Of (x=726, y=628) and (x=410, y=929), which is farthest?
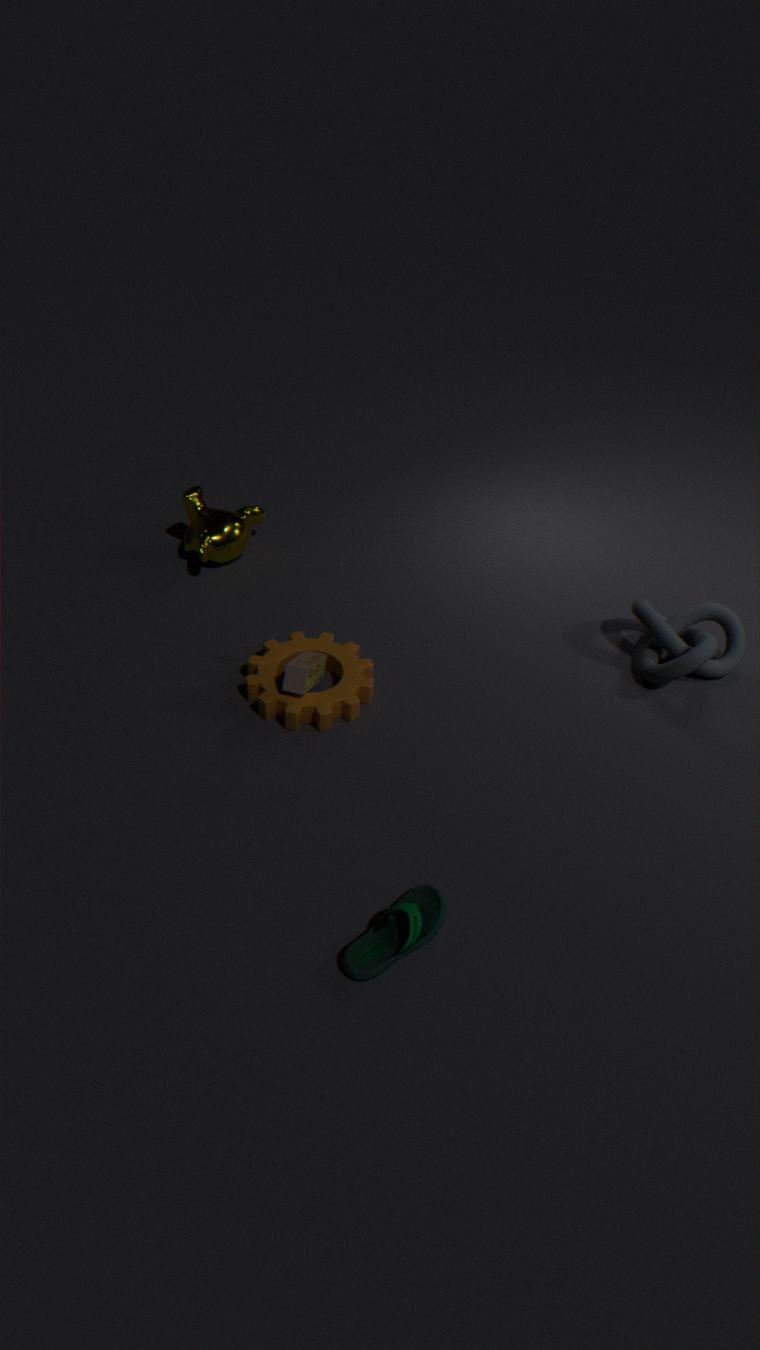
(x=726, y=628)
